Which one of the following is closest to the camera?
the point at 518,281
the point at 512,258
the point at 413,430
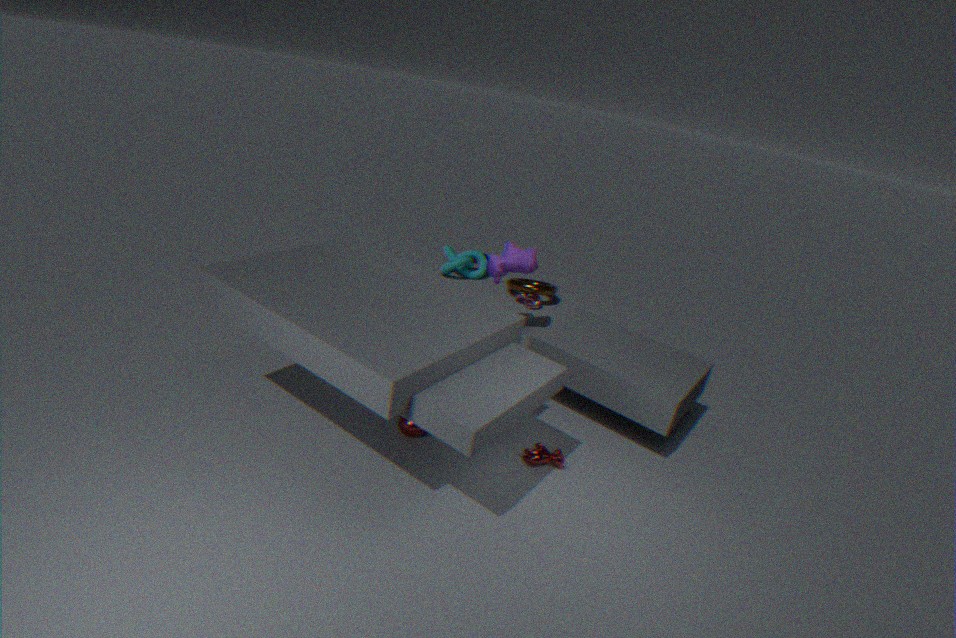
the point at 413,430
